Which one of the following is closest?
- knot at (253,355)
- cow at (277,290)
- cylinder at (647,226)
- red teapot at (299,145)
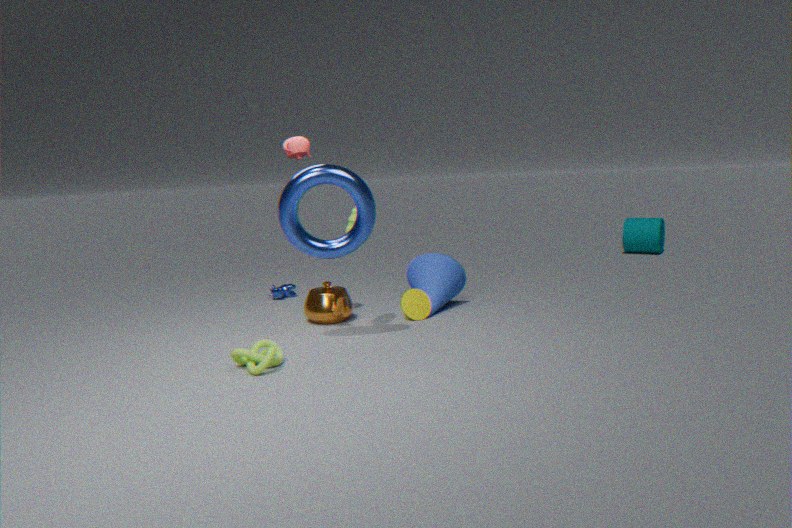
knot at (253,355)
